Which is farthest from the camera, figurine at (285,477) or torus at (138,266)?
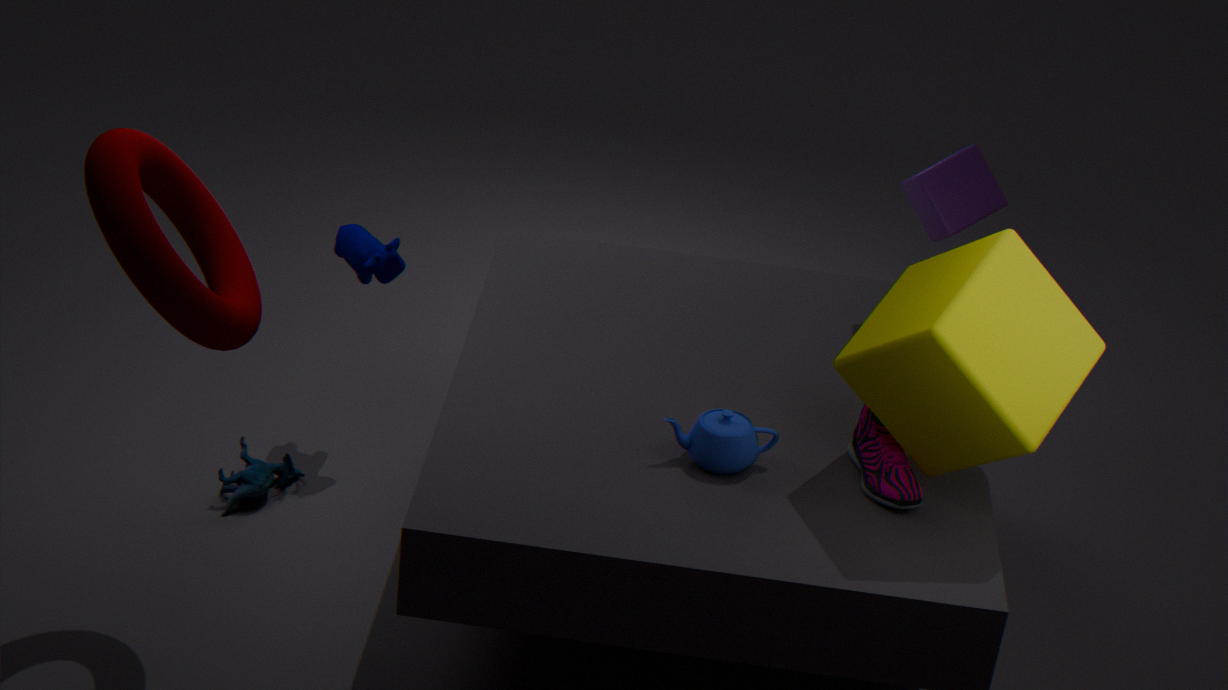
figurine at (285,477)
